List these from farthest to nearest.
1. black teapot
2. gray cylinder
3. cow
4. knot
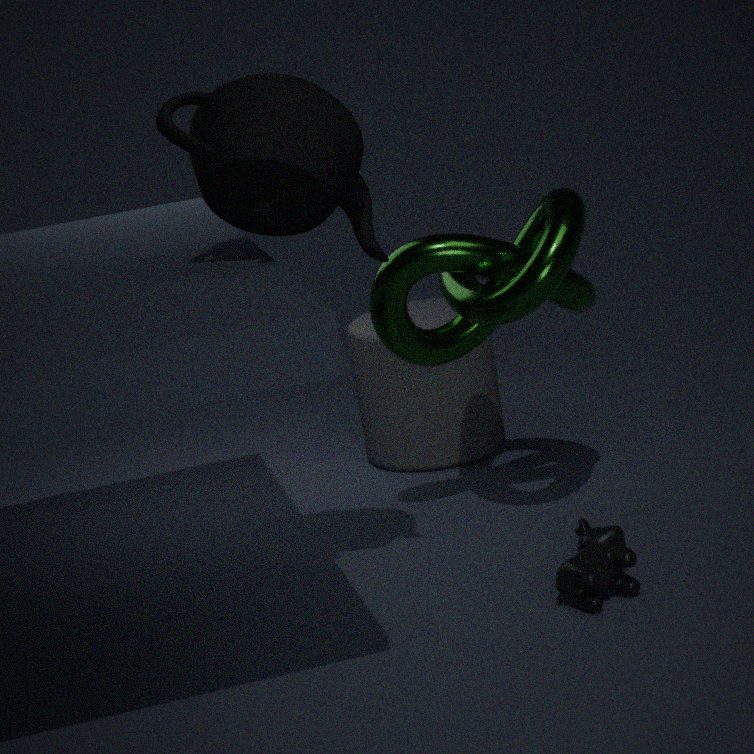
gray cylinder
knot
cow
black teapot
